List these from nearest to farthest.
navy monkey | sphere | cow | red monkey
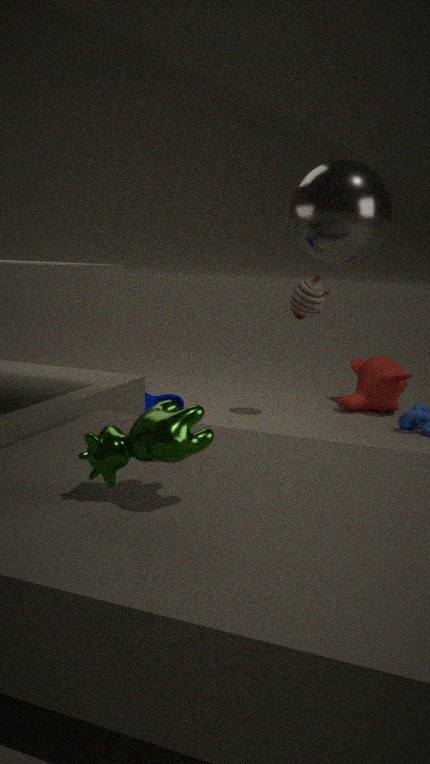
1. cow
2. sphere
3. navy monkey
4. red monkey
